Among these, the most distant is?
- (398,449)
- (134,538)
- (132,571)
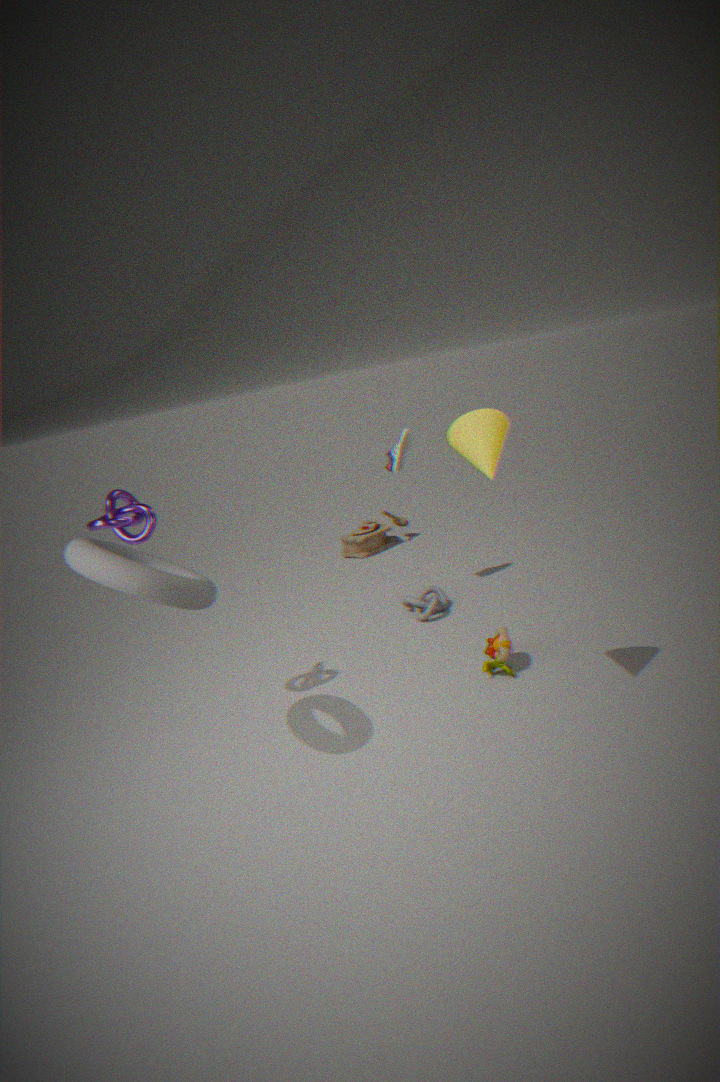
(398,449)
